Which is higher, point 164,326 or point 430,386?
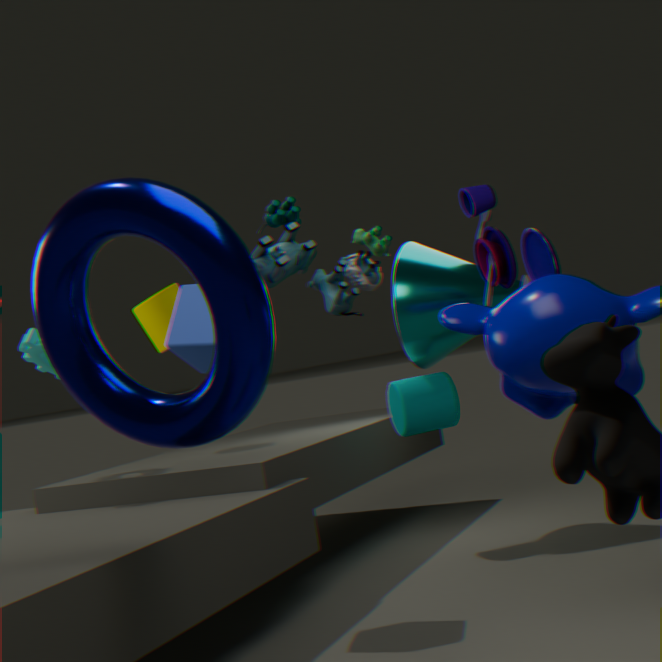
point 164,326
